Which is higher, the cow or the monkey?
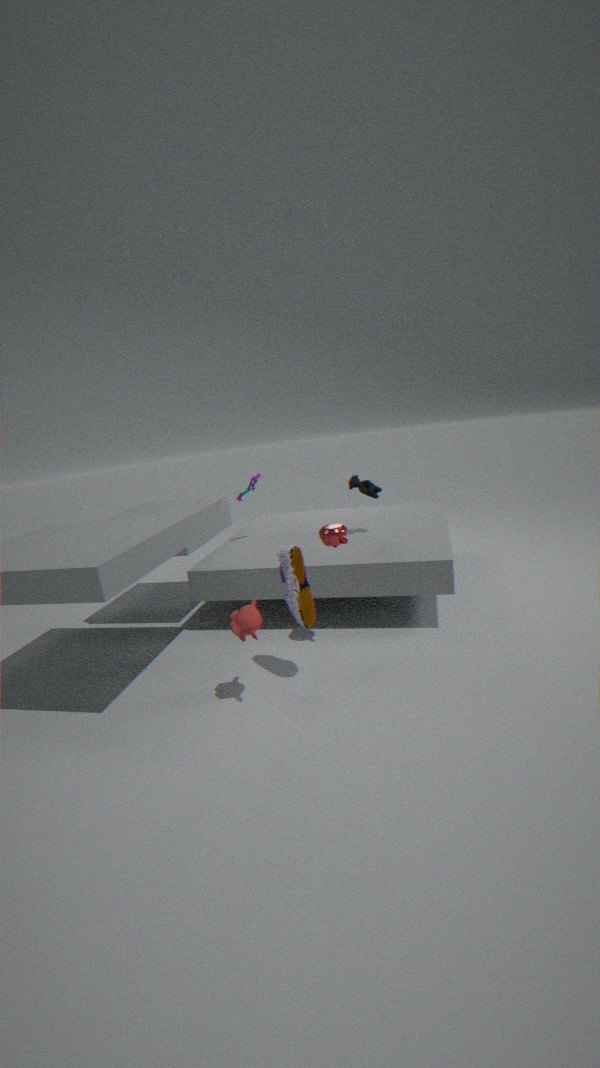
the cow
